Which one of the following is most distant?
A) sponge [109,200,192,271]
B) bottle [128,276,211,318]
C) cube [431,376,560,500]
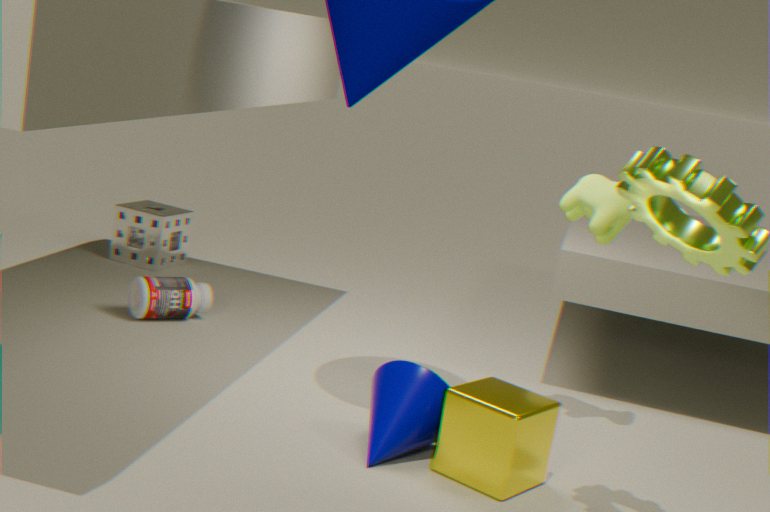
sponge [109,200,192,271]
